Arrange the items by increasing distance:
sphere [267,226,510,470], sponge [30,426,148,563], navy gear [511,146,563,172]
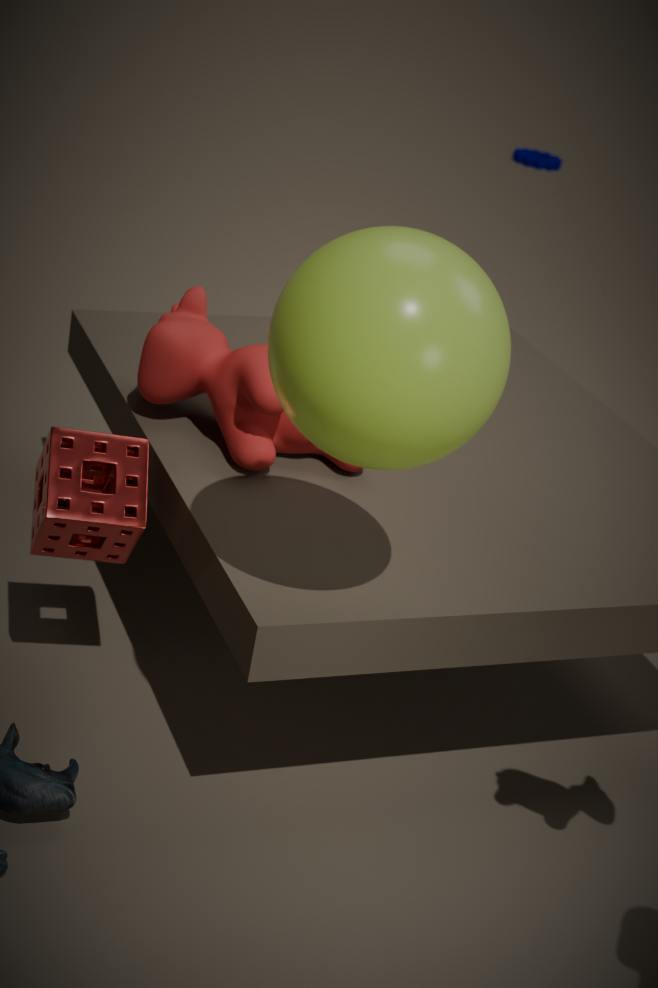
1. sphere [267,226,510,470]
2. sponge [30,426,148,563]
3. navy gear [511,146,563,172]
